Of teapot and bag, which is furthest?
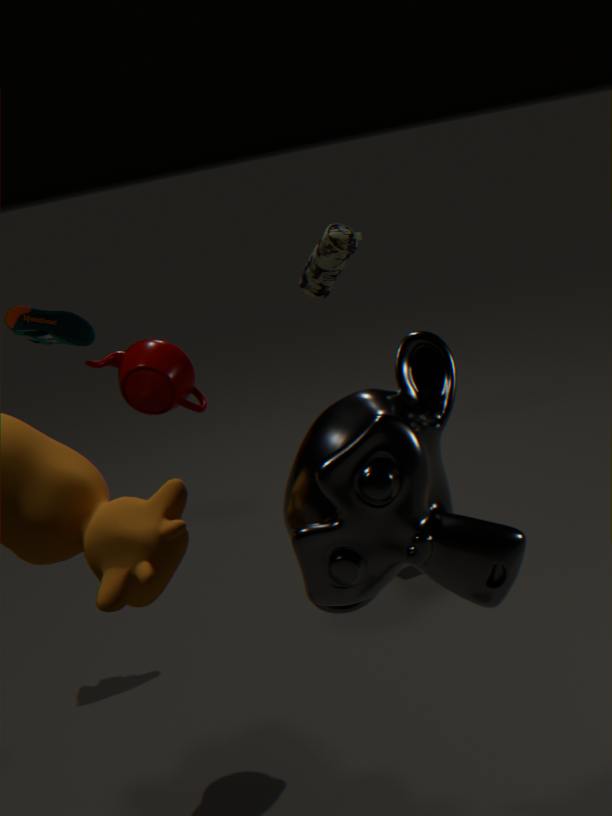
bag
